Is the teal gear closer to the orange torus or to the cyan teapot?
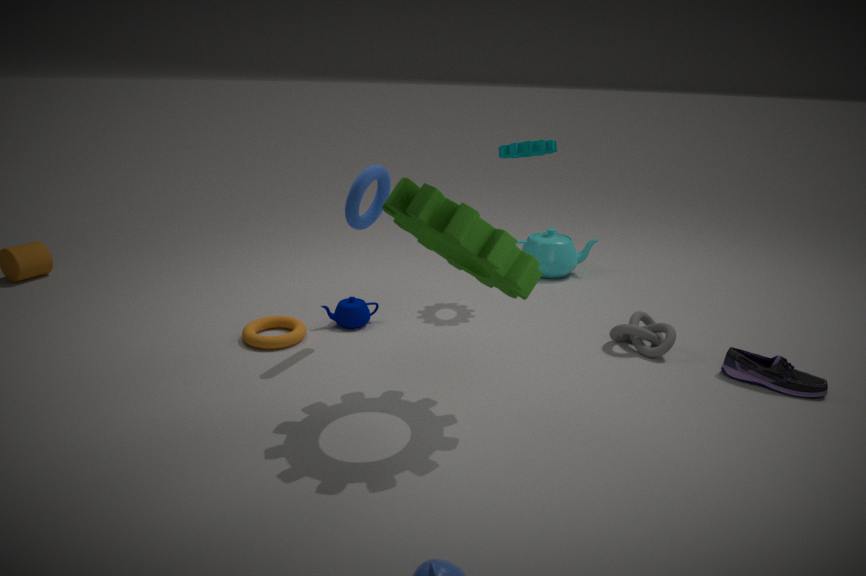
the cyan teapot
